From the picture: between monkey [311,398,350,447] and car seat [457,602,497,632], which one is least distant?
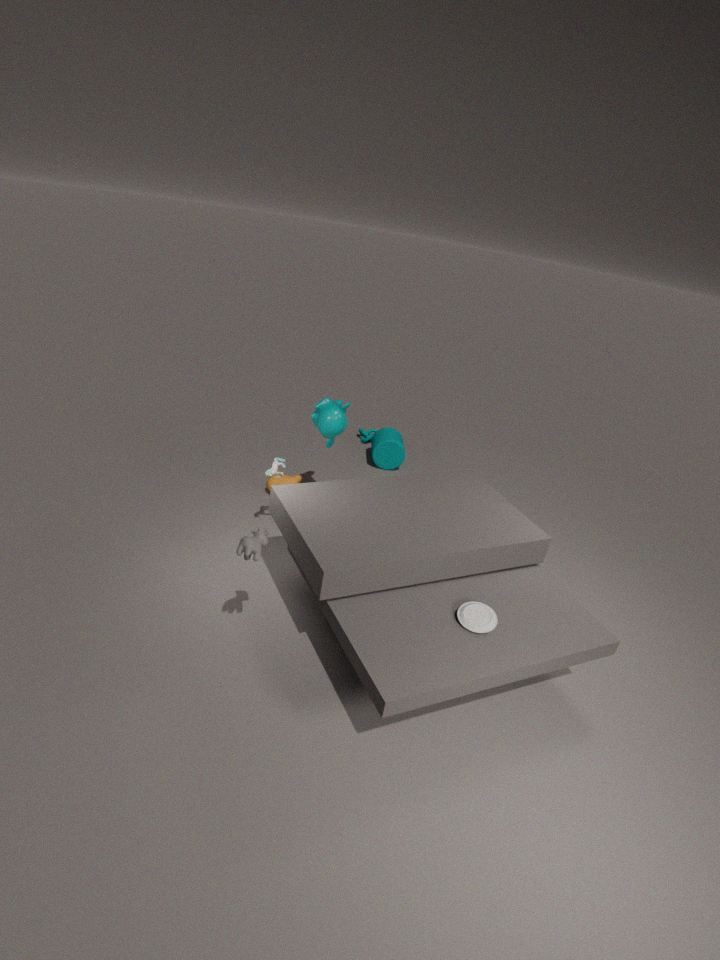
car seat [457,602,497,632]
